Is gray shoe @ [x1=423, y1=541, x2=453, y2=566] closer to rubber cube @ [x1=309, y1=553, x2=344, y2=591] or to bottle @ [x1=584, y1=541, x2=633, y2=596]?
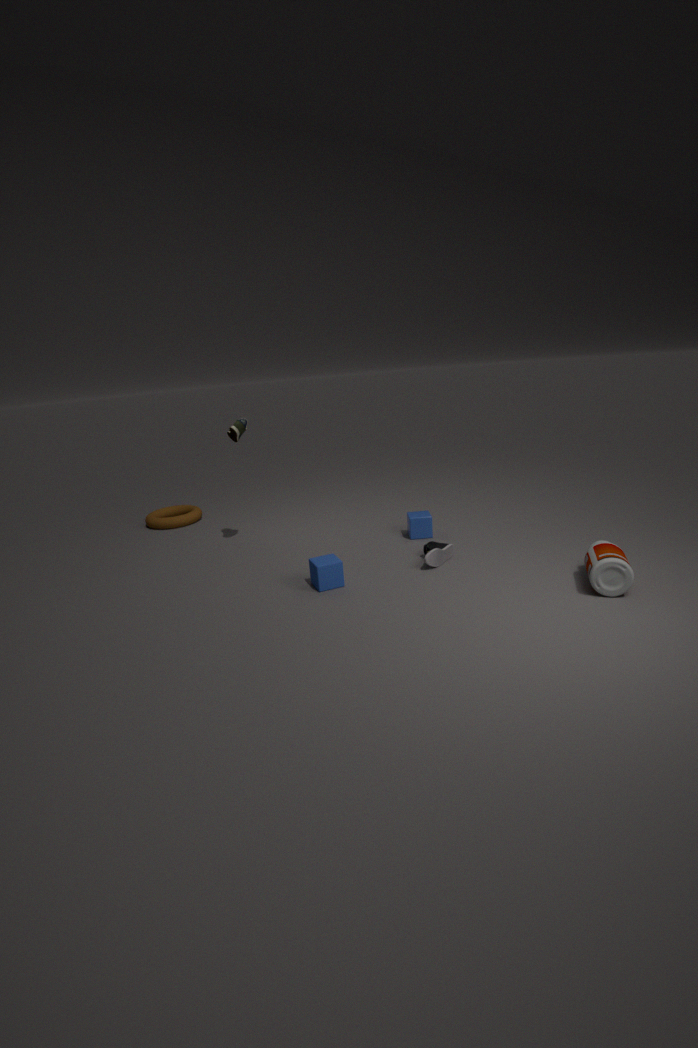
rubber cube @ [x1=309, y1=553, x2=344, y2=591]
